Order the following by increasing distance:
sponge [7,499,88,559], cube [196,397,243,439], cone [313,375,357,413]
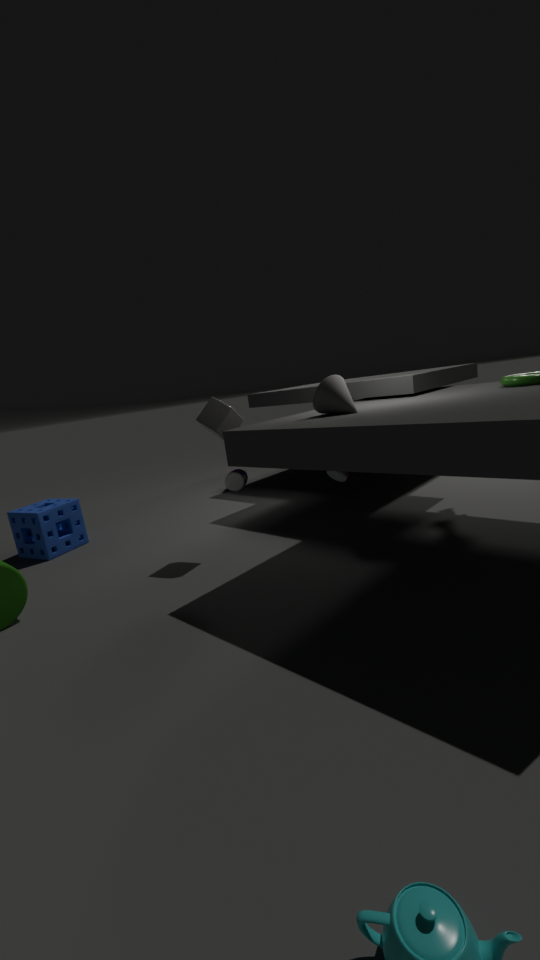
cone [313,375,357,413]
cube [196,397,243,439]
sponge [7,499,88,559]
